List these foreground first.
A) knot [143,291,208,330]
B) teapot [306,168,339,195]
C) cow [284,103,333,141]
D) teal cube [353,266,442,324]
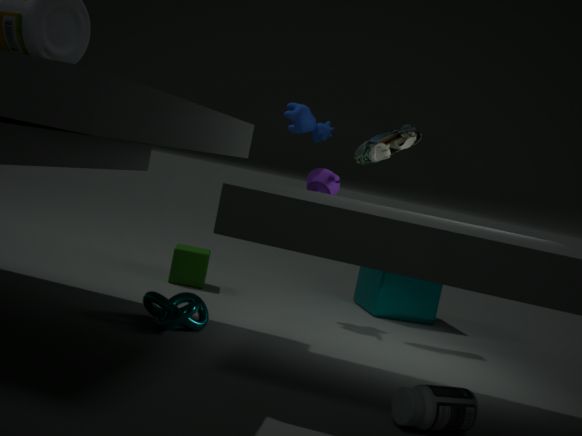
knot [143,291,208,330] → teapot [306,168,339,195] → cow [284,103,333,141] → teal cube [353,266,442,324]
